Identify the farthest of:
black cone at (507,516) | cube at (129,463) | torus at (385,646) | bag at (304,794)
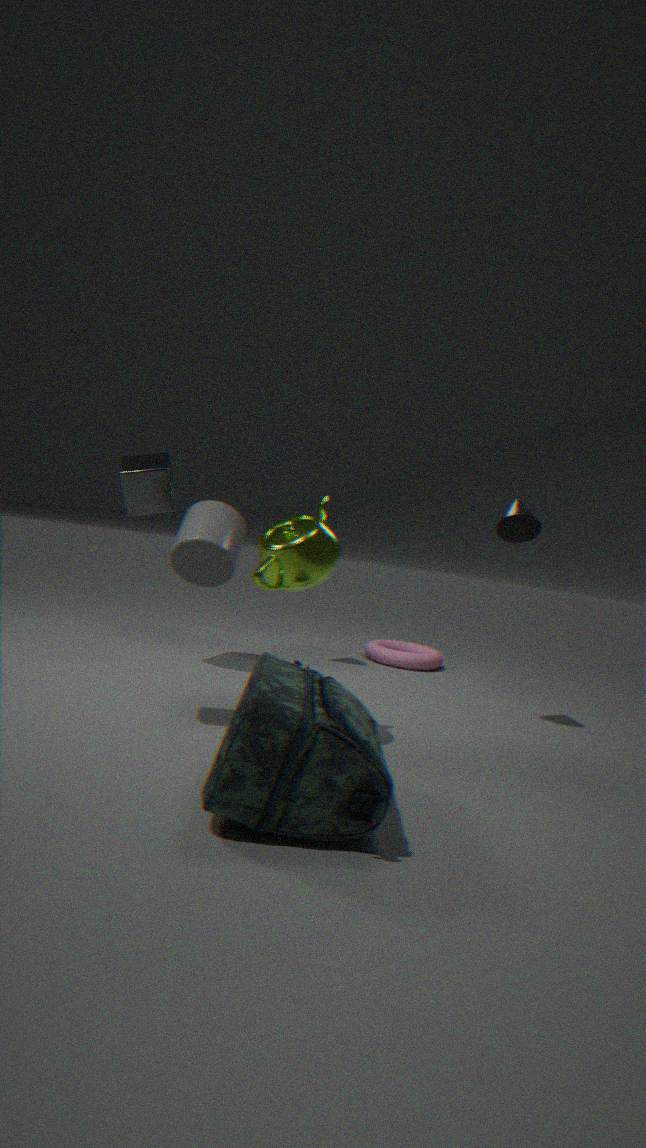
torus at (385,646)
